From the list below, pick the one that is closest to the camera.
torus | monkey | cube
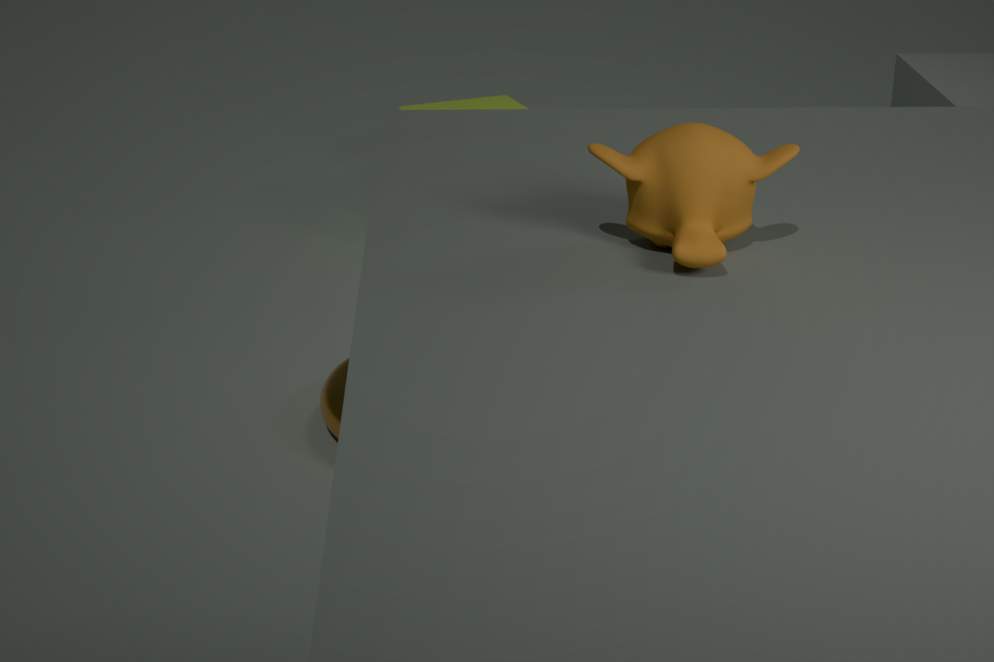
monkey
